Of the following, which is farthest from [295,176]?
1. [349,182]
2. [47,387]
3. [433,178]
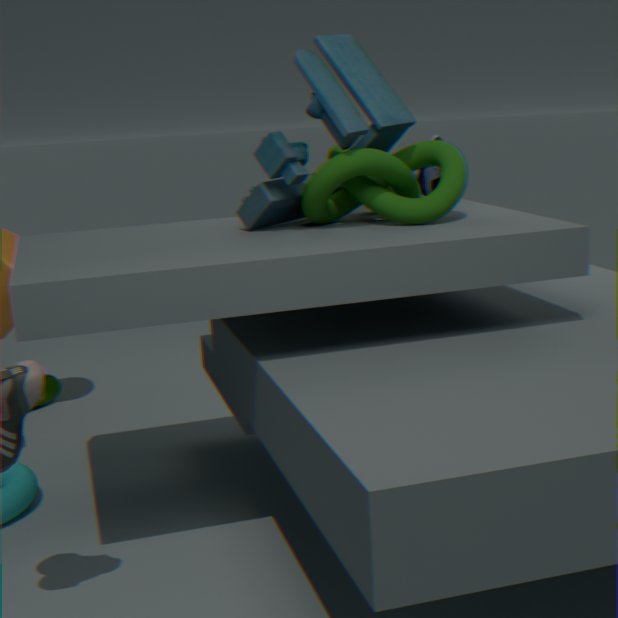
[47,387]
